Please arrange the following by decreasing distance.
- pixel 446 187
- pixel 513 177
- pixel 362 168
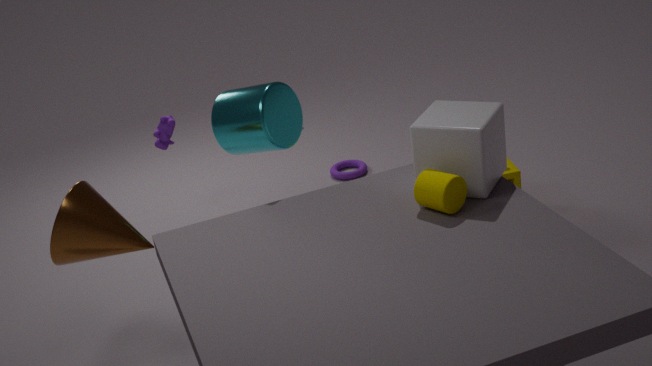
pixel 362 168 < pixel 513 177 < pixel 446 187
